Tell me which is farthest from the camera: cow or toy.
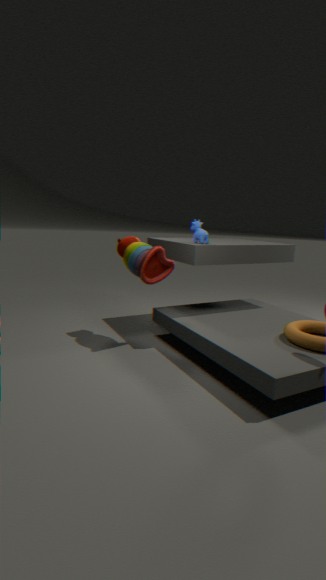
cow
